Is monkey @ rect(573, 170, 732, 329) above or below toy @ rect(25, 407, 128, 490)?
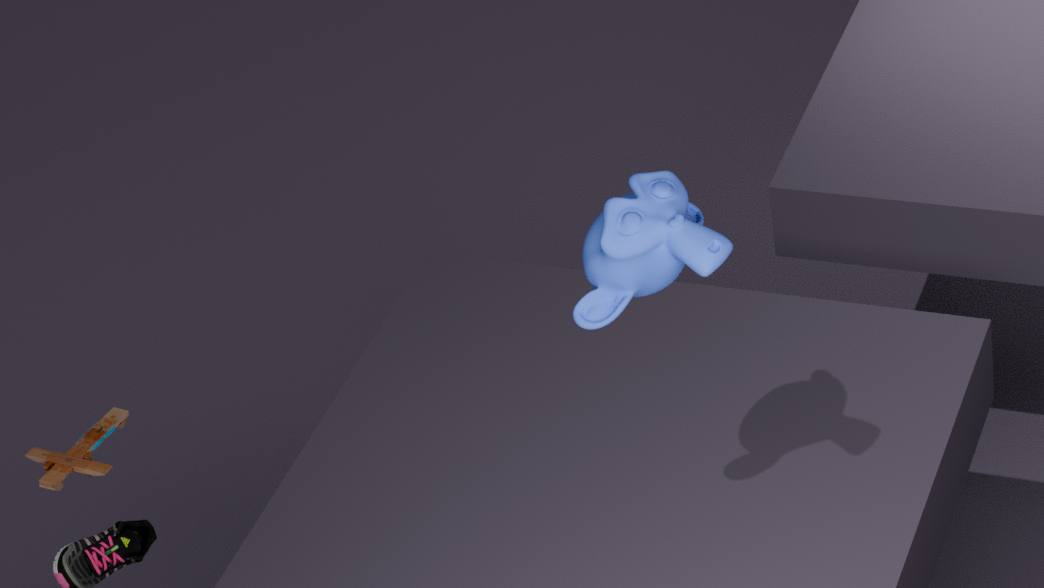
above
